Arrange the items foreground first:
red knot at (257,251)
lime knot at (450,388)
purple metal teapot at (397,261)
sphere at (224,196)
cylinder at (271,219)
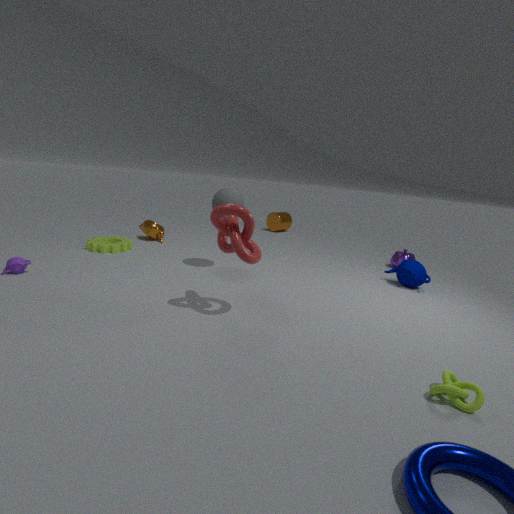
lime knot at (450,388)
red knot at (257,251)
sphere at (224,196)
purple metal teapot at (397,261)
cylinder at (271,219)
